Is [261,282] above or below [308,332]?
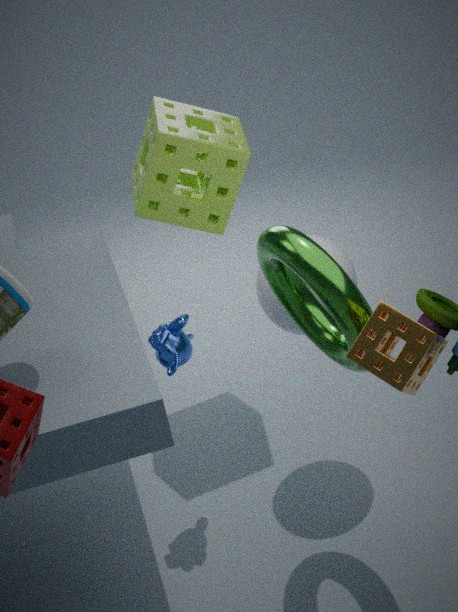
below
